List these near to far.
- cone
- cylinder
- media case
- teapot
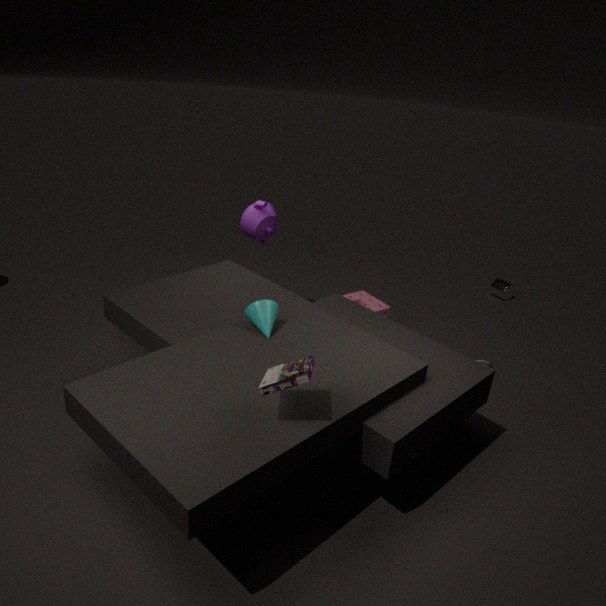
media case → cone → teapot → cylinder
